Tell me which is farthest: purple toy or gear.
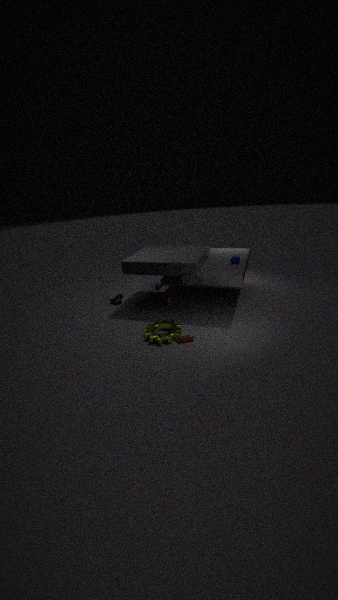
purple toy
